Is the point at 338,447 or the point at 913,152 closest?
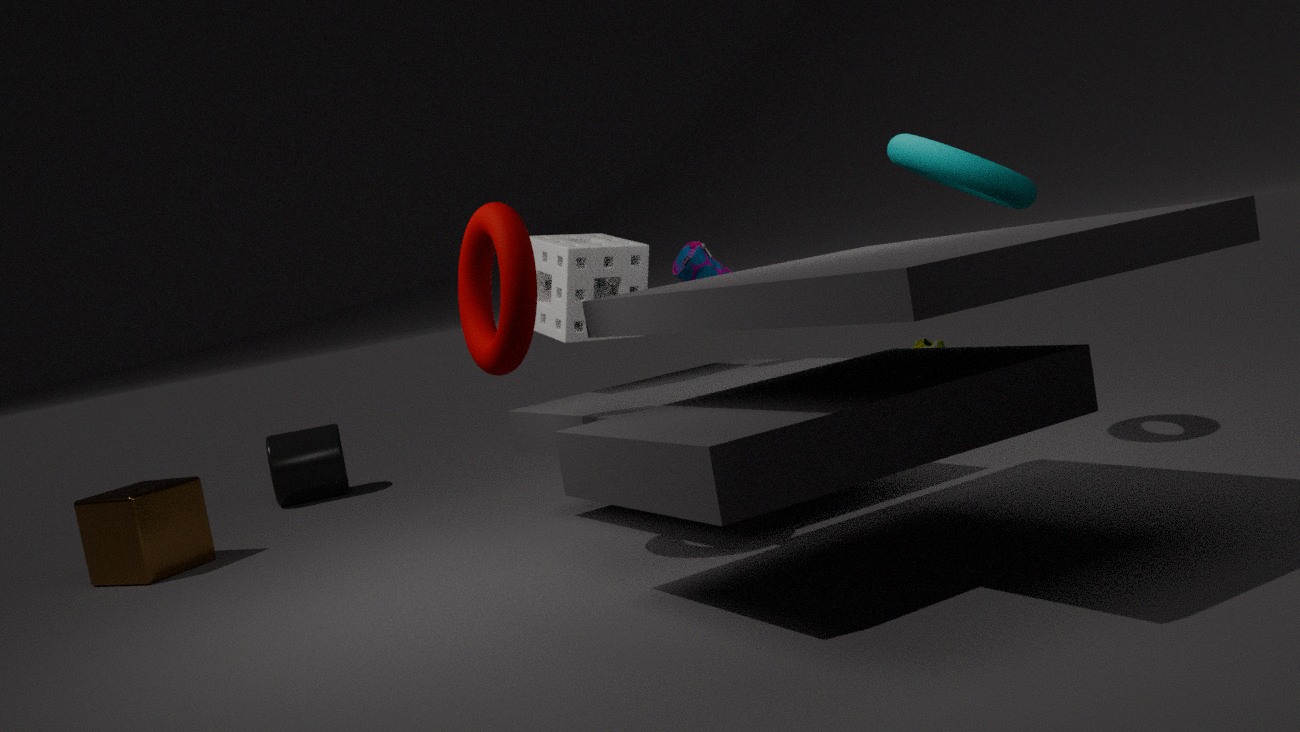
the point at 913,152
